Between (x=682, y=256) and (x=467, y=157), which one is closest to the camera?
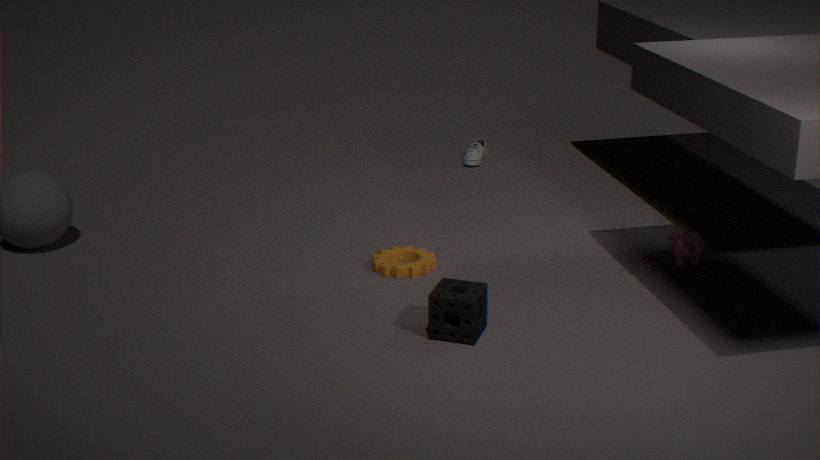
(x=682, y=256)
